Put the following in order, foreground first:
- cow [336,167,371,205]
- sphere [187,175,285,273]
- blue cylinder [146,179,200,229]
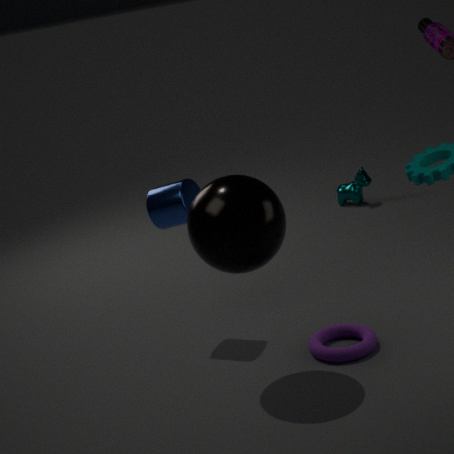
1. sphere [187,175,285,273]
2. blue cylinder [146,179,200,229]
3. cow [336,167,371,205]
